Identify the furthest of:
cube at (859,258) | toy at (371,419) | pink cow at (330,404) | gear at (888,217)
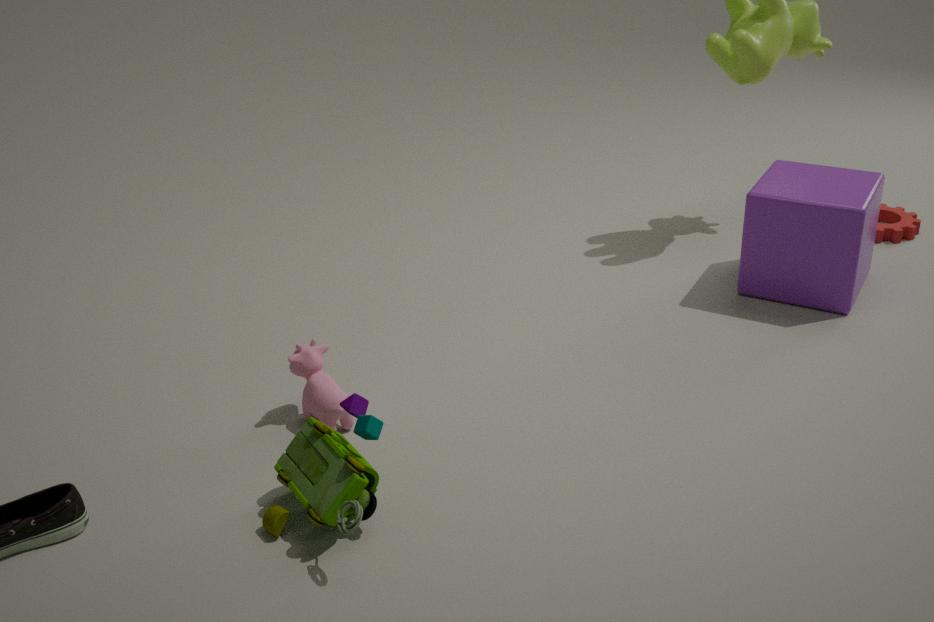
gear at (888,217)
